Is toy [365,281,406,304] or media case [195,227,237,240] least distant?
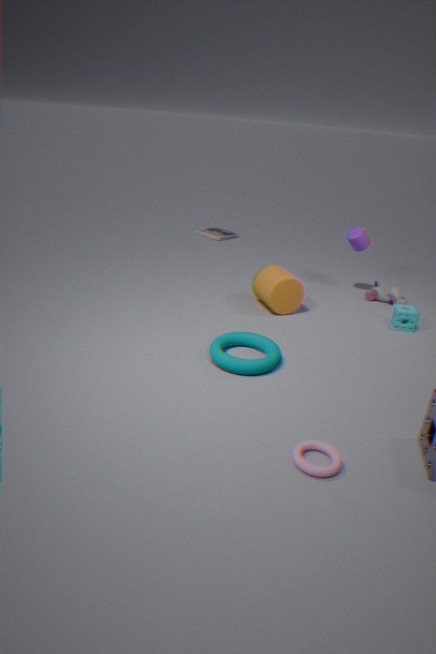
toy [365,281,406,304]
